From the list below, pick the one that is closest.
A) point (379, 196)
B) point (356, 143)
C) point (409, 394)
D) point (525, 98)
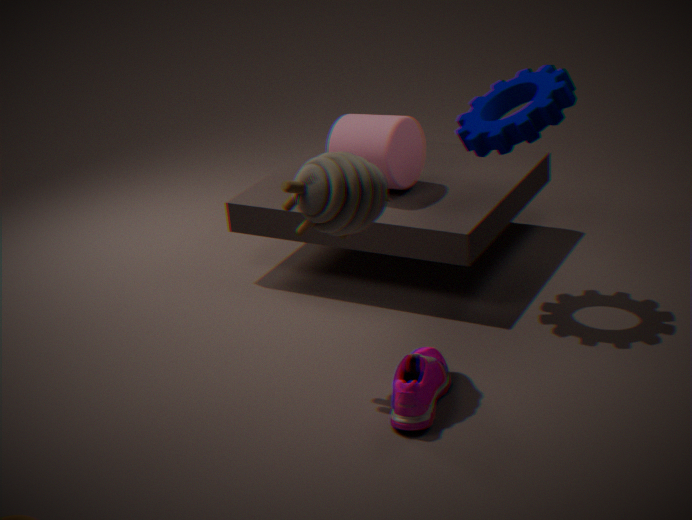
point (409, 394)
